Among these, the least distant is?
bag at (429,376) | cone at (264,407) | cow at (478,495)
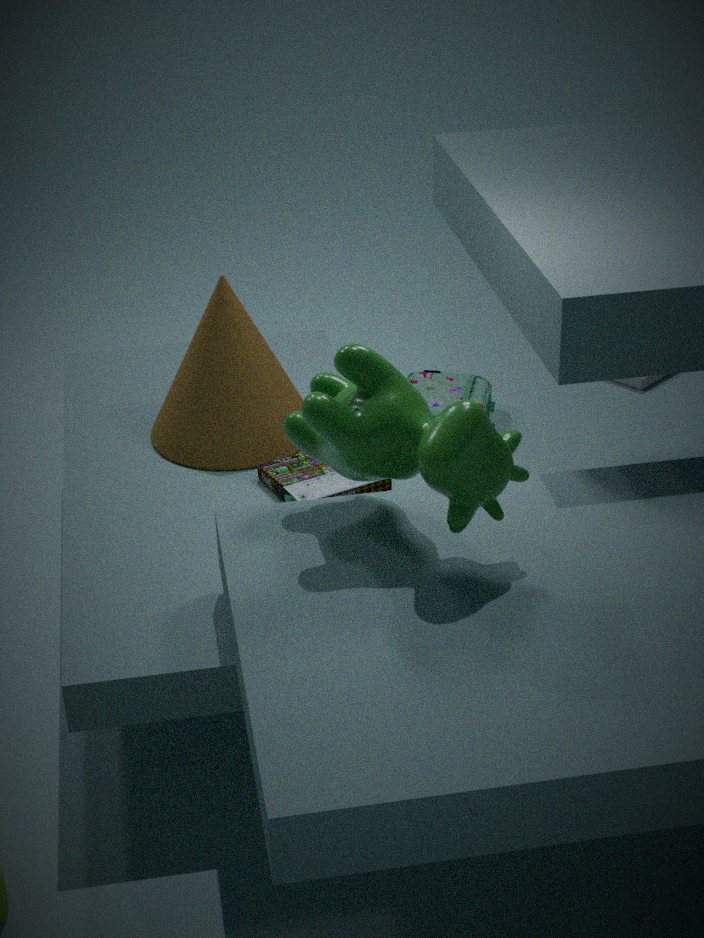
cow at (478,495)
